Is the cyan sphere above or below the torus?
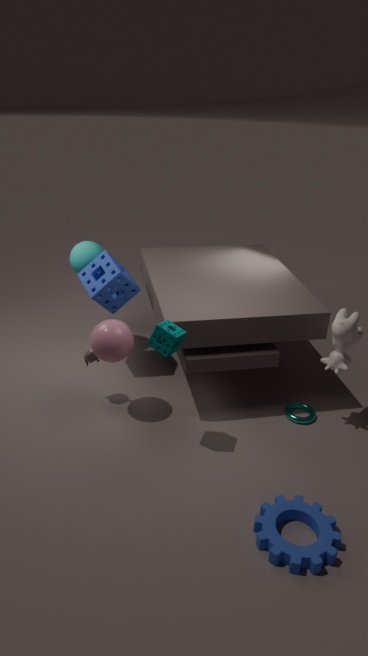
above
